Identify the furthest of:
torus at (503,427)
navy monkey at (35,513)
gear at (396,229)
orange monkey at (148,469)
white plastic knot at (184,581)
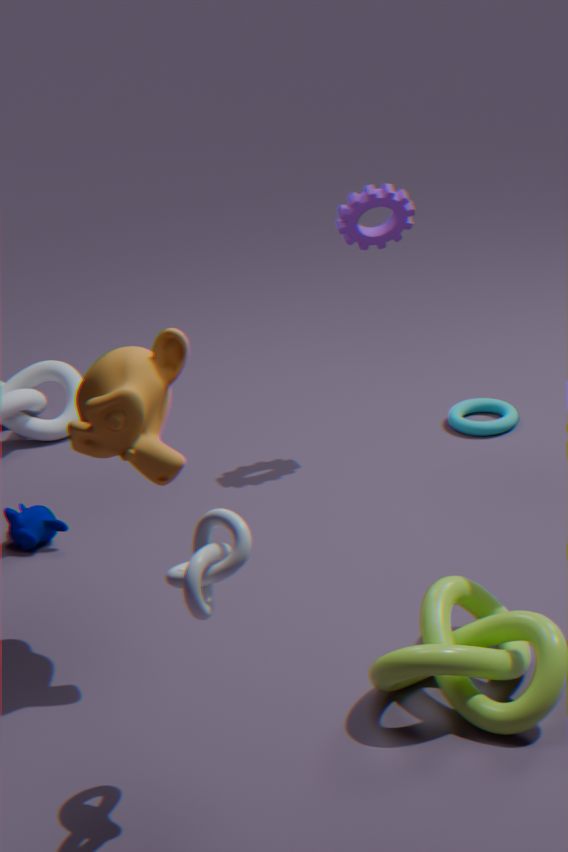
torus at (503,427)
